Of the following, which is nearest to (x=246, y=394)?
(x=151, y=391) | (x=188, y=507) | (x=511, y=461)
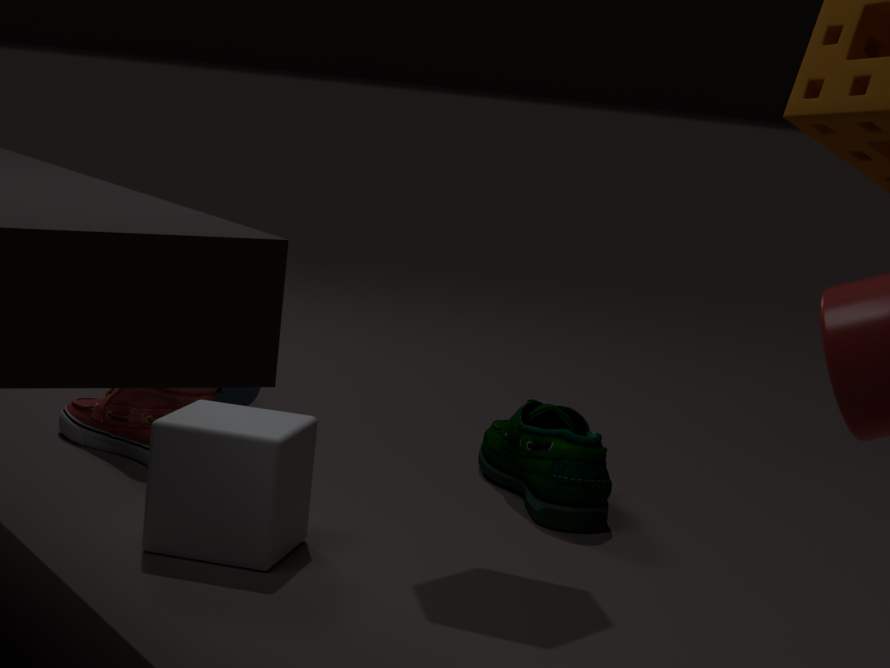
(x=151, y=391)
